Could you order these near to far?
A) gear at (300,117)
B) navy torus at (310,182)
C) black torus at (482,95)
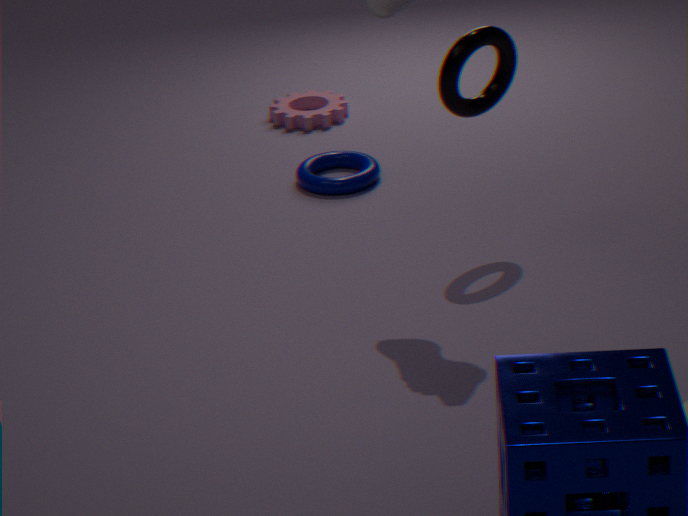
black torus at (482,95), navy torus at (310,182), gear at (300,117)
